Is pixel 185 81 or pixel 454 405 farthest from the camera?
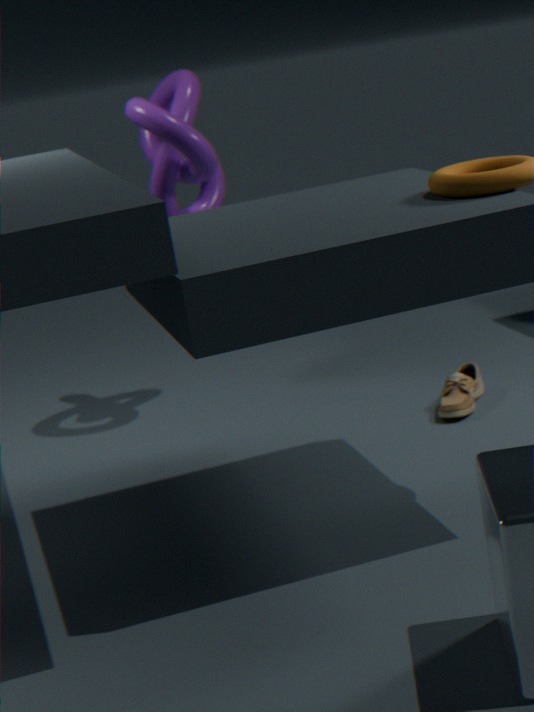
pixel 185 81
